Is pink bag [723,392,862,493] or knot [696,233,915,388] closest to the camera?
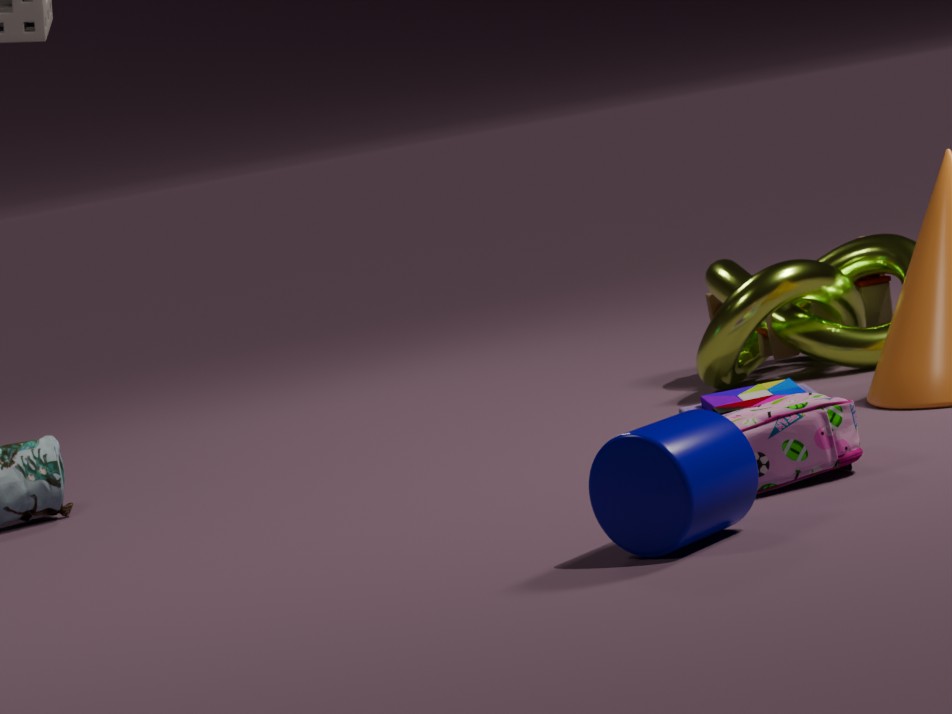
pink bag [723,392,862,493]
